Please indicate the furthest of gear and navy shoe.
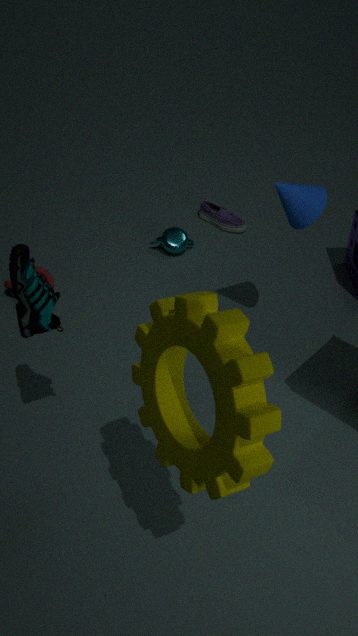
navy shoe
